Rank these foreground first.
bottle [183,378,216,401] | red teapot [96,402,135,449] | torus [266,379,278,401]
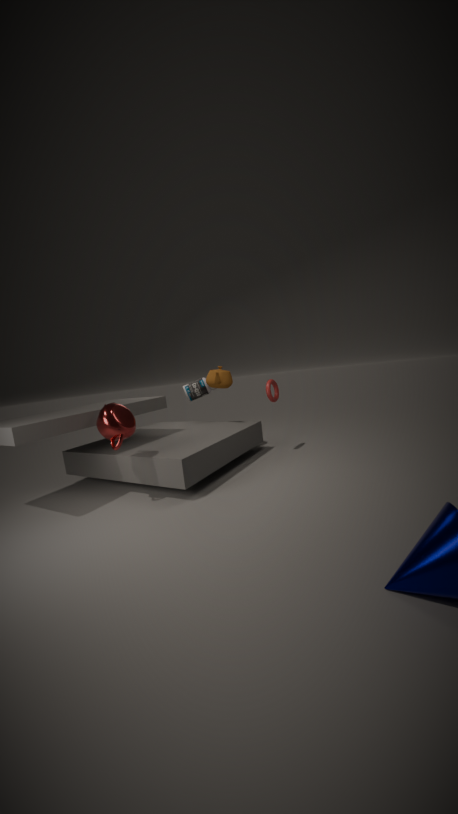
red teapot [96,402,135,449]
torus [266,379,278,401]
bottle [183,378,216,401]
